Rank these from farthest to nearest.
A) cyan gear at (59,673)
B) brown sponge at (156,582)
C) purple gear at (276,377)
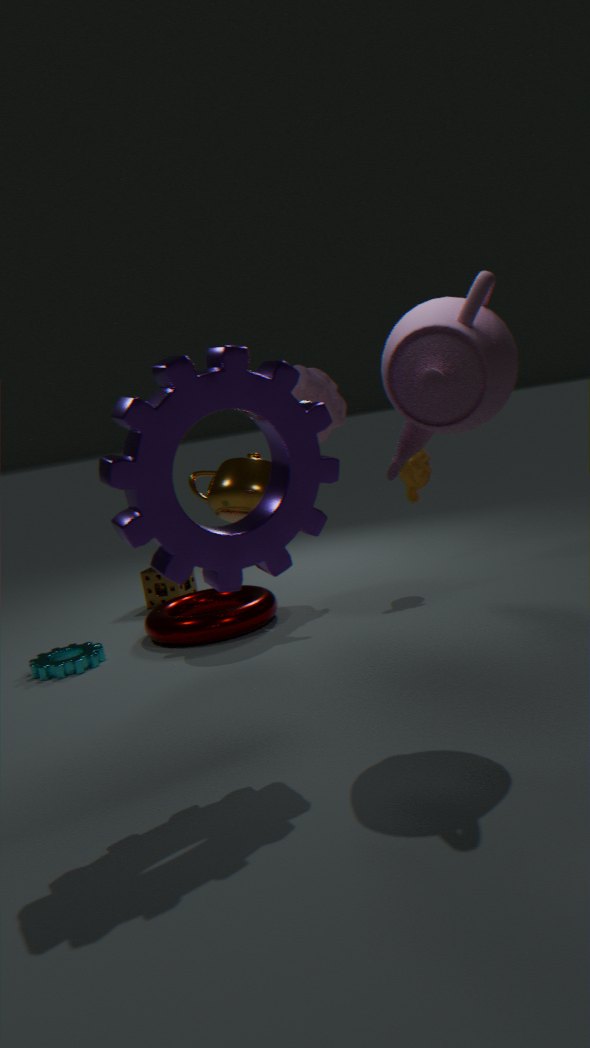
brown sponge at (156,582)
cyan gear at (59,673)
purple gear at (276,377)
